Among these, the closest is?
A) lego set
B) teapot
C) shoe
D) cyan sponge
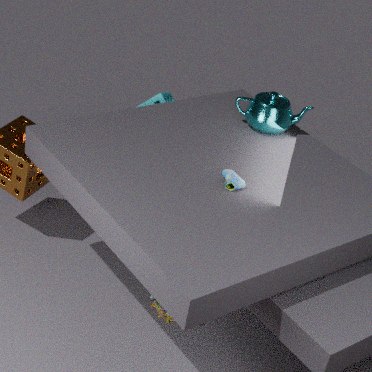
shoe
